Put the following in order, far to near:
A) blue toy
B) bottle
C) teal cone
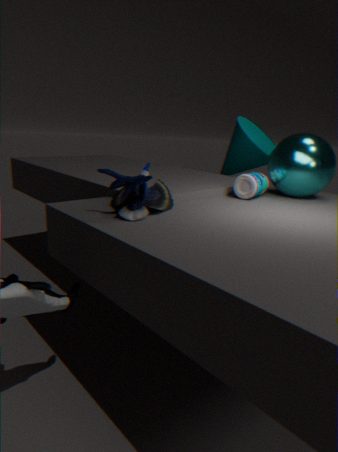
teal cone → bottle → blue toy
